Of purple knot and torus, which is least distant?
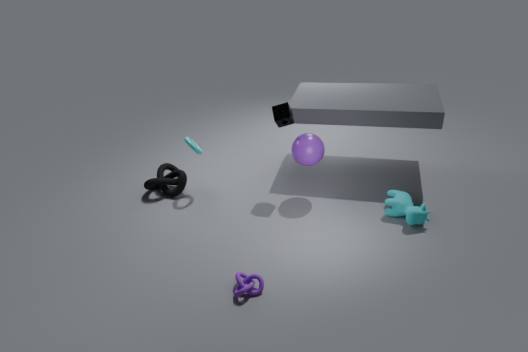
purple knot
